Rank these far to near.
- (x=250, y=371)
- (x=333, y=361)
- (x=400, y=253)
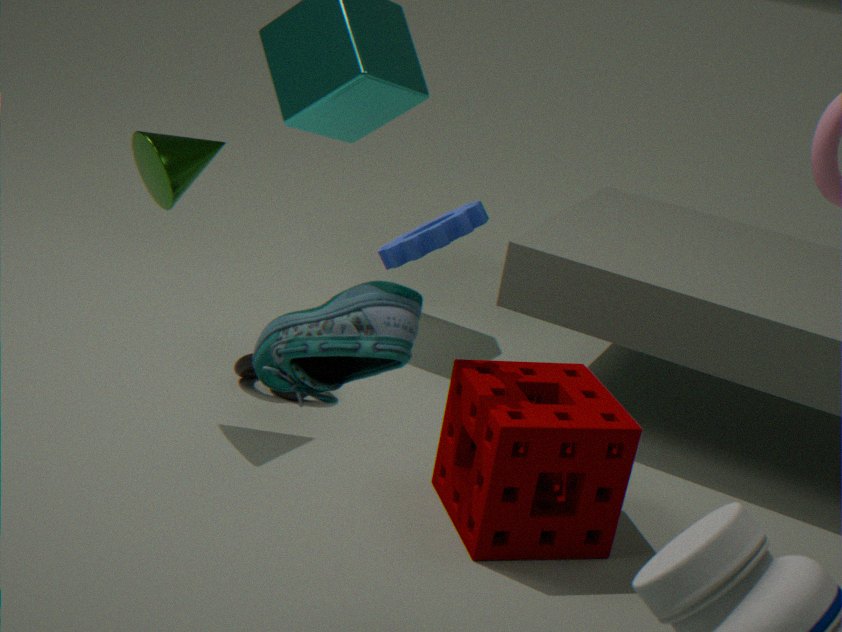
(x=250, y=371)
(x=400, y=253)
(x=333, y=361)
